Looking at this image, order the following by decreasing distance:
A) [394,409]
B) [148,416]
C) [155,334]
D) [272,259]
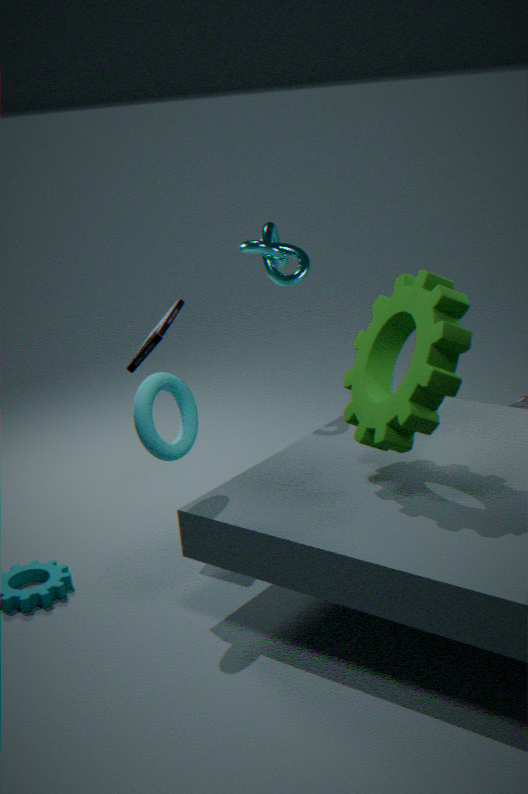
[272,259]
[155,334]
[148,416]
[394,409]
